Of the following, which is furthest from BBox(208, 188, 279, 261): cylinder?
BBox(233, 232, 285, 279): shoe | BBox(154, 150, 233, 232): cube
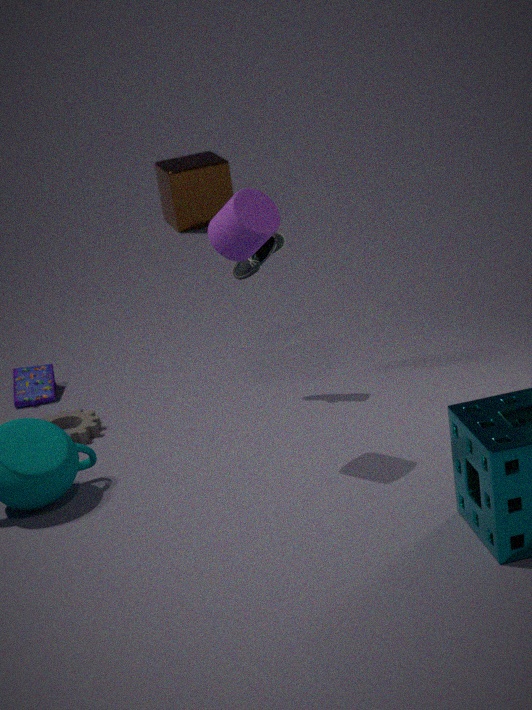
BBox(154, 150, 233, 232): cube
